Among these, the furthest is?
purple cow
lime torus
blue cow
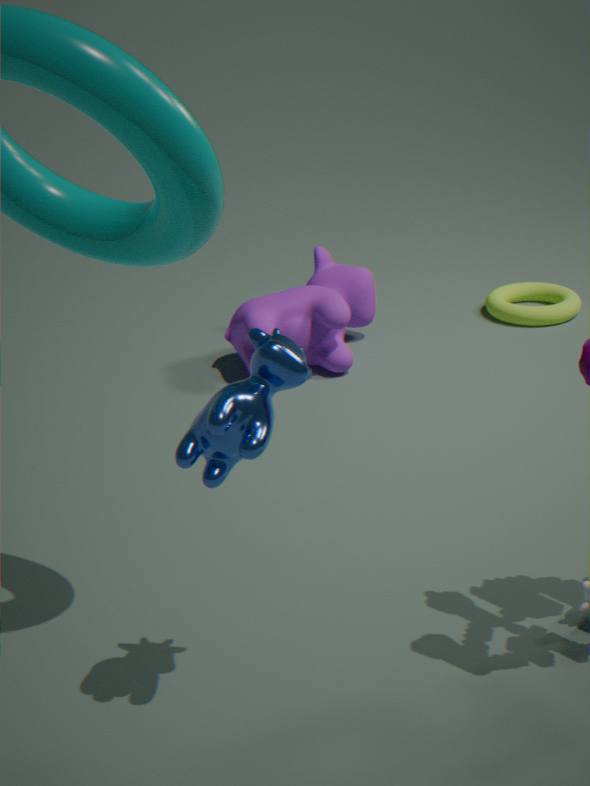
lime torus
